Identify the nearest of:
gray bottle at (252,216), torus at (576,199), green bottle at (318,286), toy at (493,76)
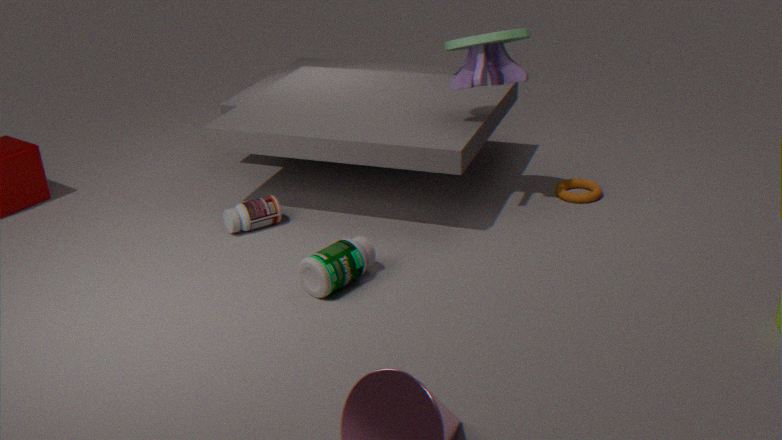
green bottle at (318,286)
